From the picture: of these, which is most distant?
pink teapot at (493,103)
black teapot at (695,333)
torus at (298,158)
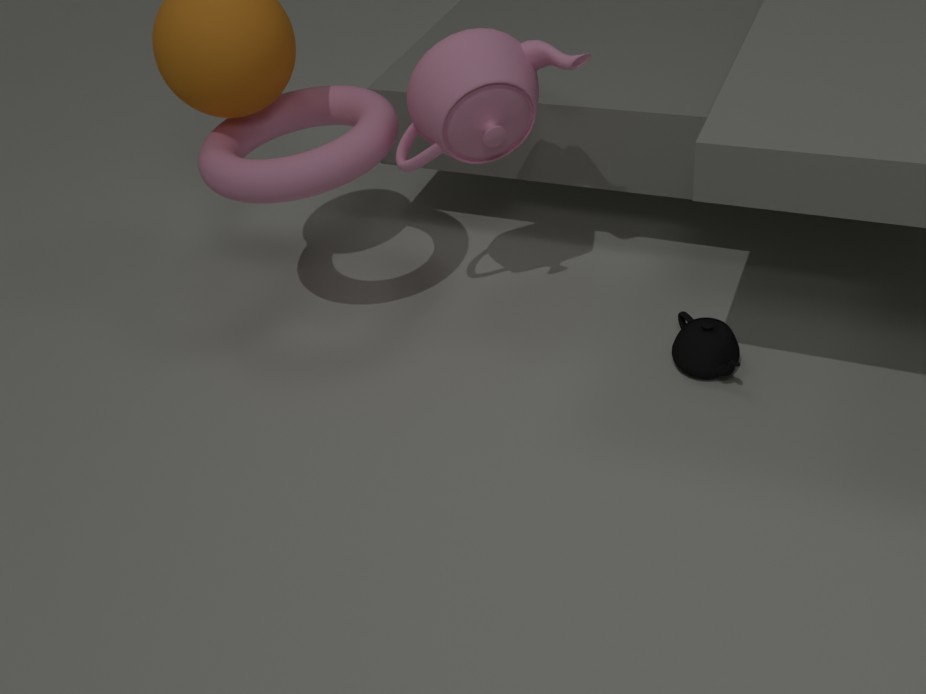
black teapot at (695,333)
